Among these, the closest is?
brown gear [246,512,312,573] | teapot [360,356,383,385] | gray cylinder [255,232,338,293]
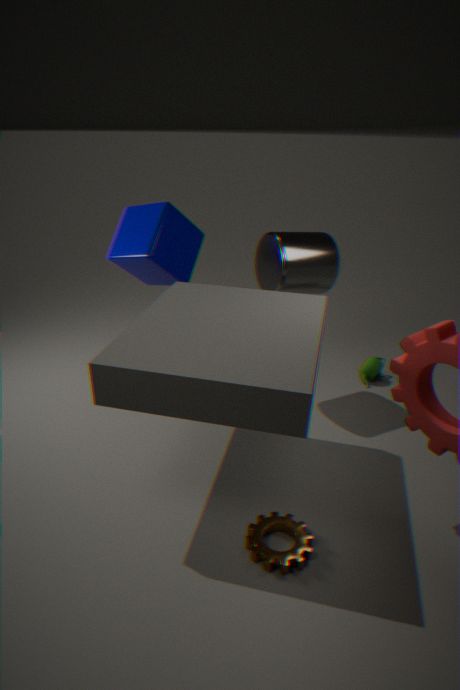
brown gear [246,512,312,573]
